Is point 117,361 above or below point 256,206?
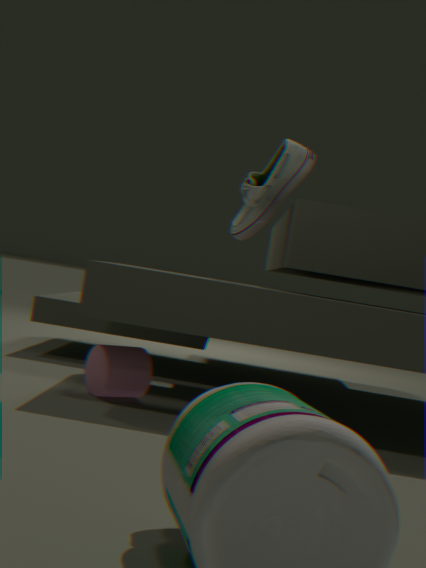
below
